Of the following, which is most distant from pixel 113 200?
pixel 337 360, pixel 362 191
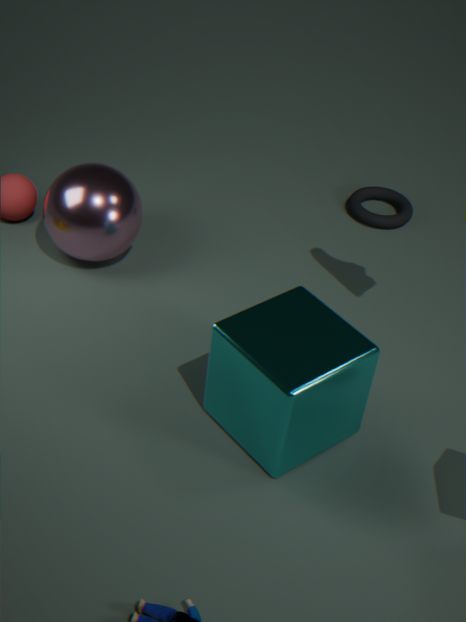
pixel 362 191
